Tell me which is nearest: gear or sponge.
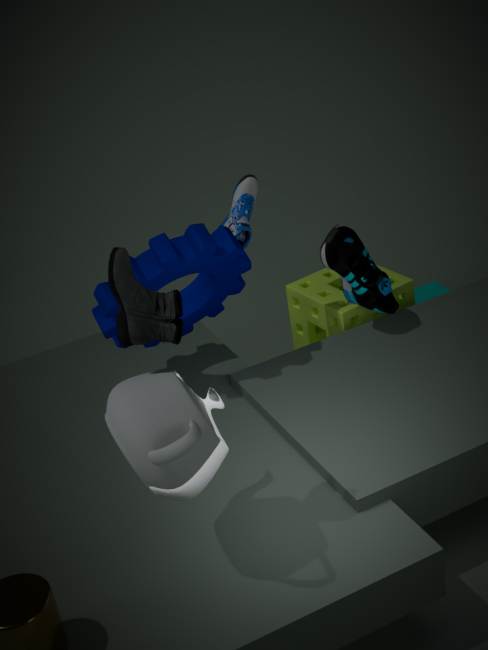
gear
